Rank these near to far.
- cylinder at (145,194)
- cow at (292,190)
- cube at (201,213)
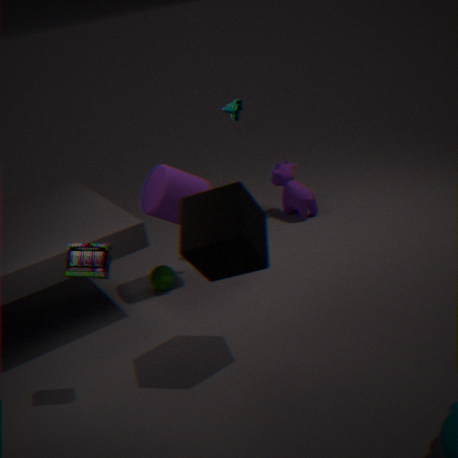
cube at (201,213)
cylinder at (145,194)
cow at (292,190)
